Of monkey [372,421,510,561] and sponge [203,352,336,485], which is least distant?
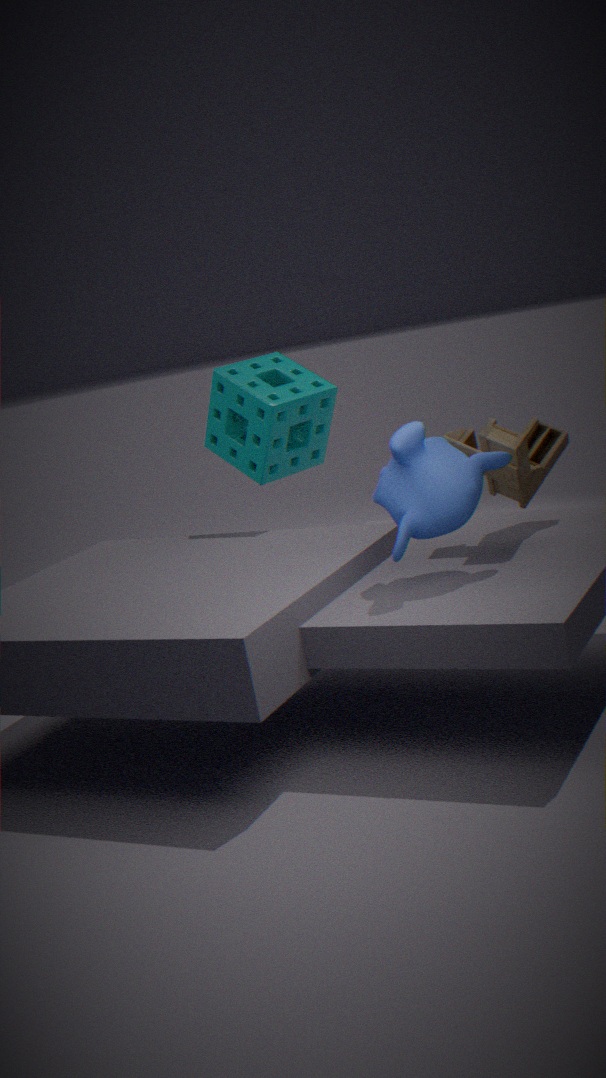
monkey [372,421,510,561]
